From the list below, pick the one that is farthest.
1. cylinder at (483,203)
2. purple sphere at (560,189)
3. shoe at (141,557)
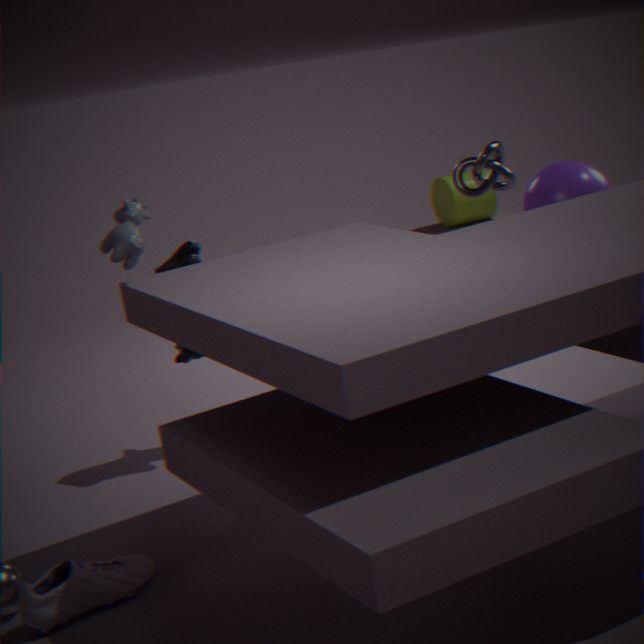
cylinder at (483,203)
